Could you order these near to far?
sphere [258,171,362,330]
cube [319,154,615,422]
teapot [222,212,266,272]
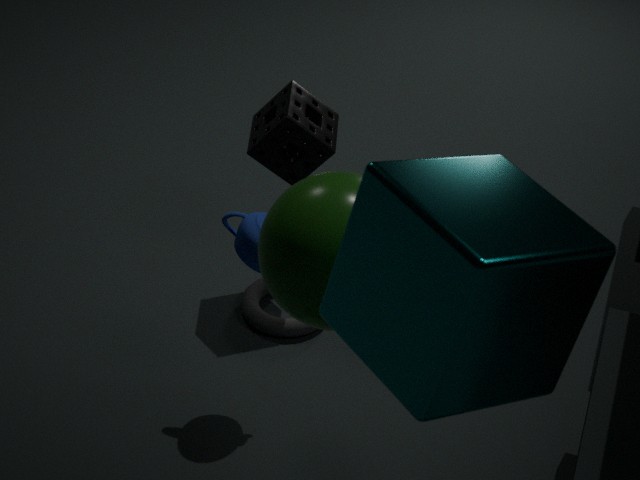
1. cube [319,154,615,422]
2. sphere [258,171,362,330]
3. teapot [222,212,266,272]
